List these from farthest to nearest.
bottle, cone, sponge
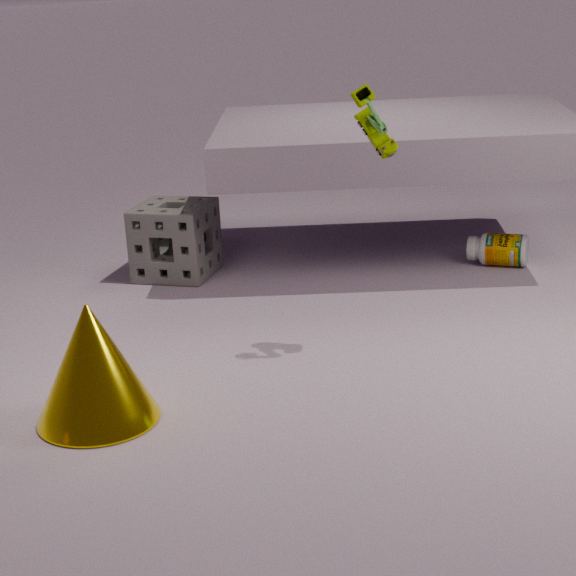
bottle, sponge, cone
